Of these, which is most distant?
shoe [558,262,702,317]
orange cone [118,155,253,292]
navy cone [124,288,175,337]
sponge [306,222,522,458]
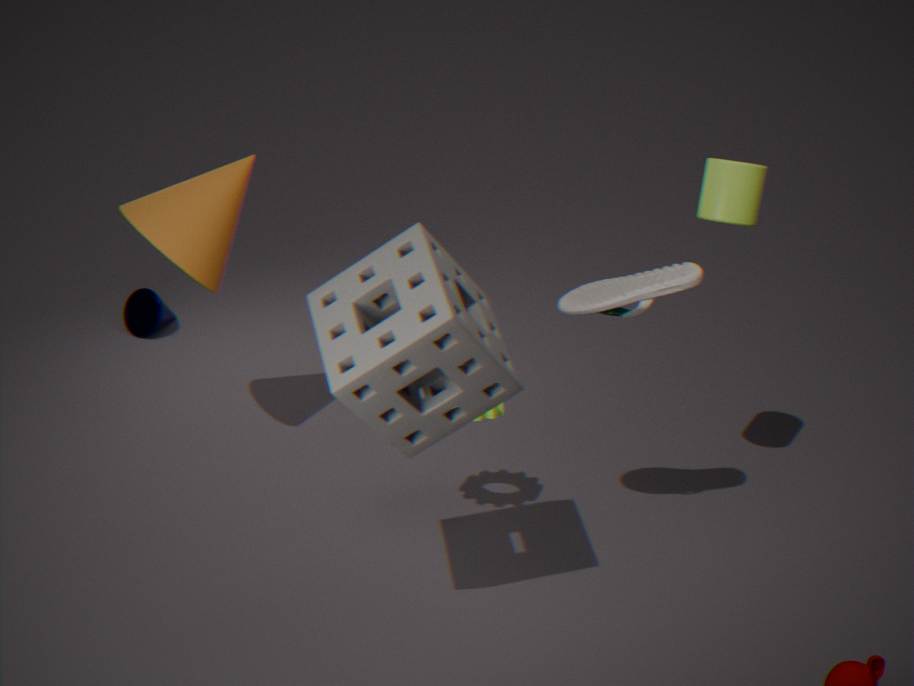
navy cone [124,288,175,337]
